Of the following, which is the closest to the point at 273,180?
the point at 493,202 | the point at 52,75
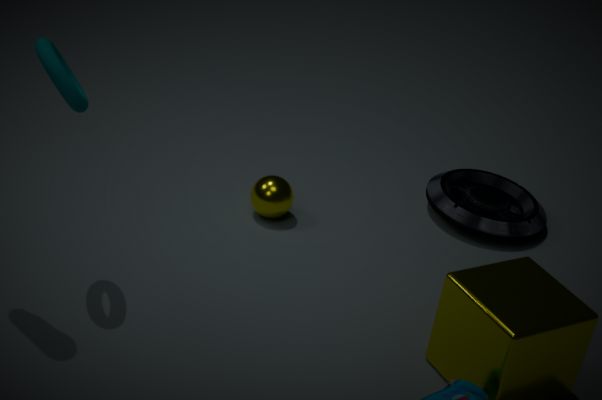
the point at 493,202
